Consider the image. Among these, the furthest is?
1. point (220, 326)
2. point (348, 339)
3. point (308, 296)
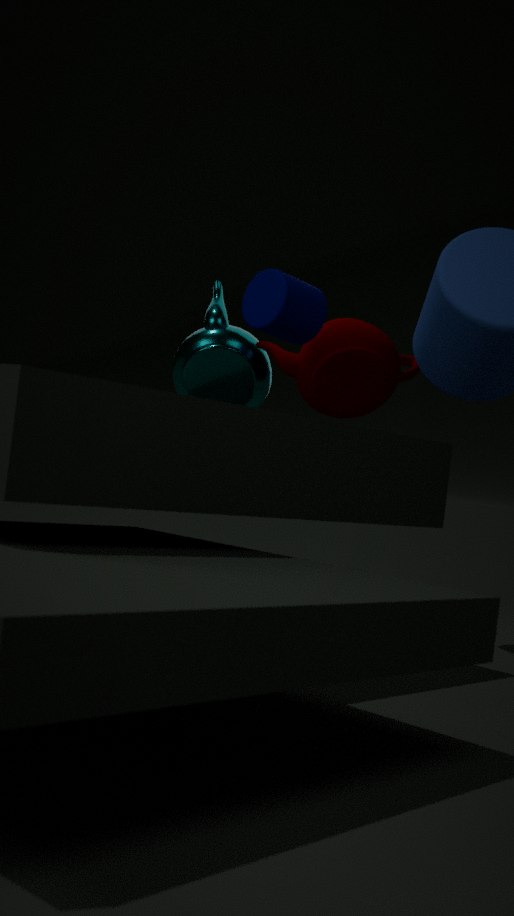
point (220, 326)
